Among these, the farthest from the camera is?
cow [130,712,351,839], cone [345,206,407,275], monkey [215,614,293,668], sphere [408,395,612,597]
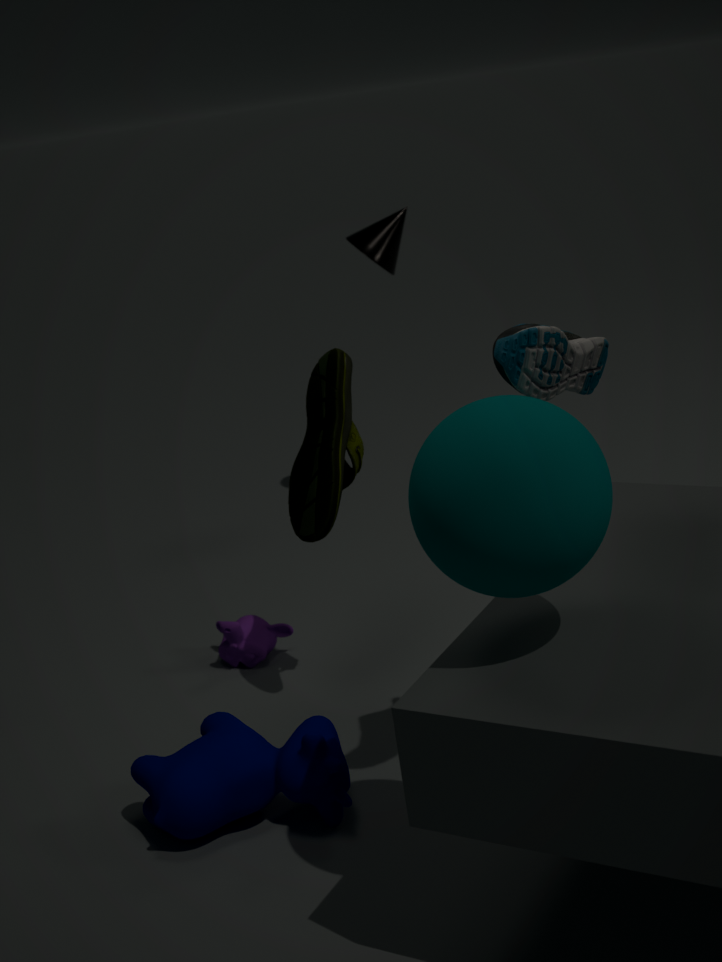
cone [345,206,407,275]
